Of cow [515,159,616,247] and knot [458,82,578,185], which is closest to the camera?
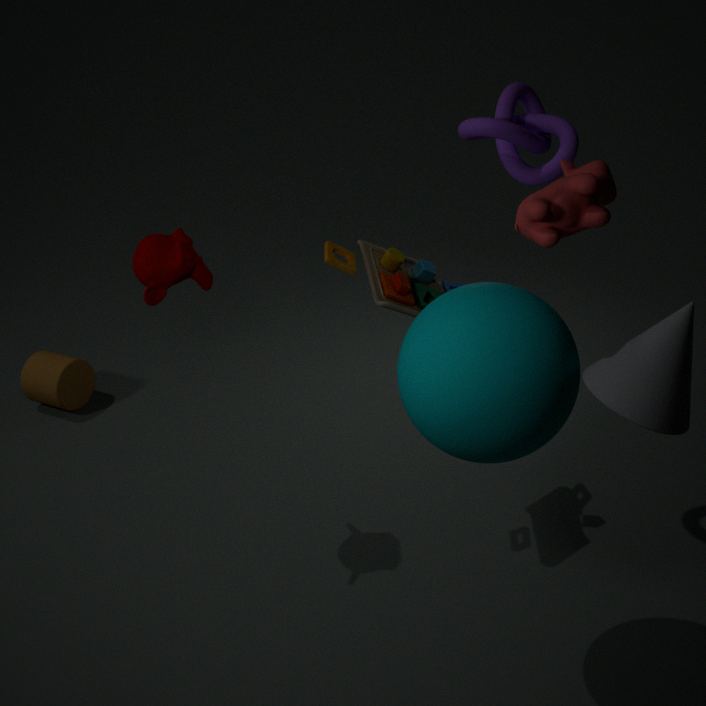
cow [515,159,616,247]
